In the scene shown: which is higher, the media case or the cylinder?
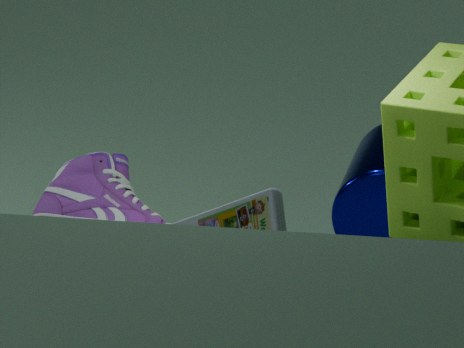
the media case
